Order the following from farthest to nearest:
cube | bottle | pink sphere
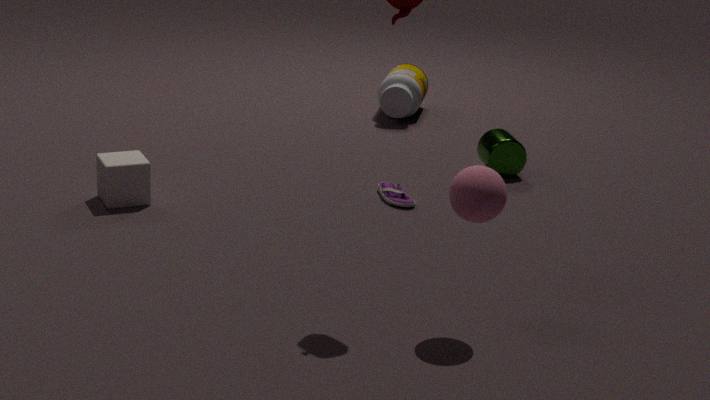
bottle < cube < pink sphere
